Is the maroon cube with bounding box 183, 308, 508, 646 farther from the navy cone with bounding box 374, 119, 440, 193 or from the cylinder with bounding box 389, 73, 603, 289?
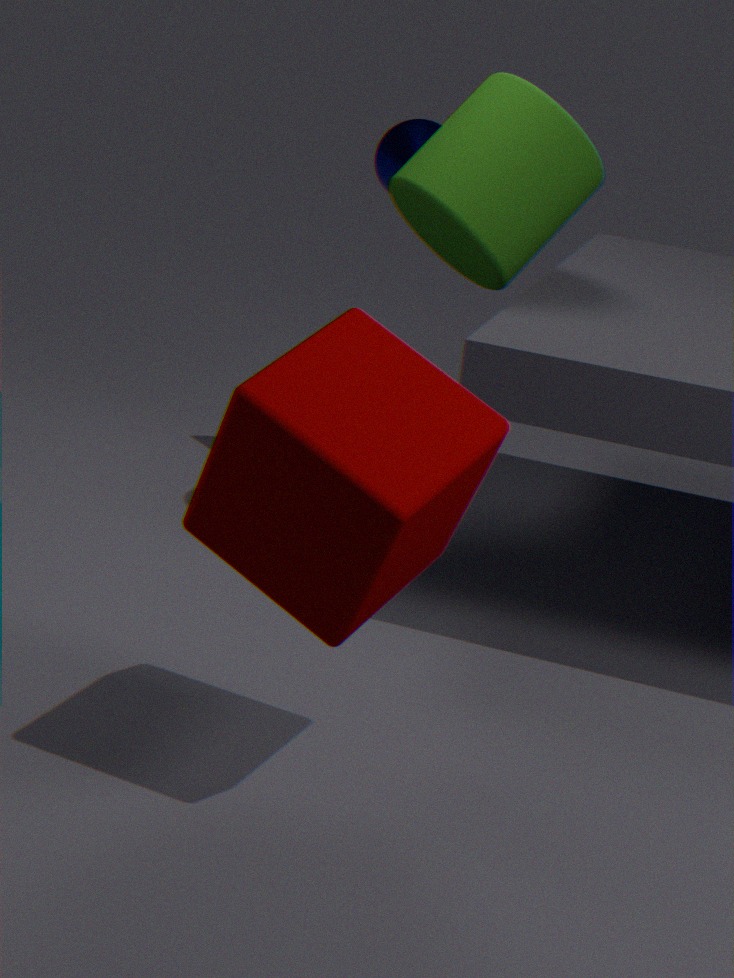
the navy cone with bounding box 374, 119, 440, 193
